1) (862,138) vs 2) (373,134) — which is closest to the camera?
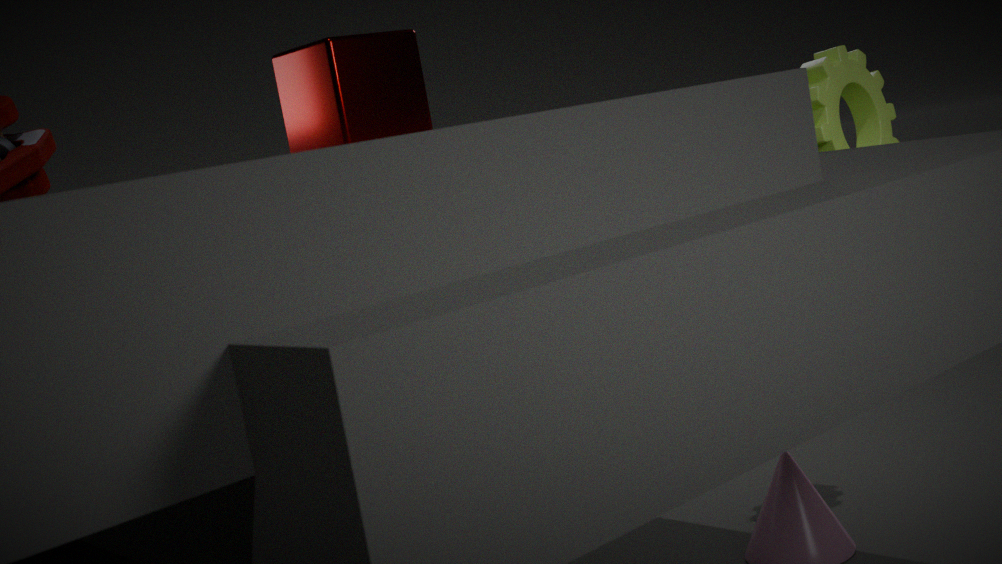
2. (373,134)
